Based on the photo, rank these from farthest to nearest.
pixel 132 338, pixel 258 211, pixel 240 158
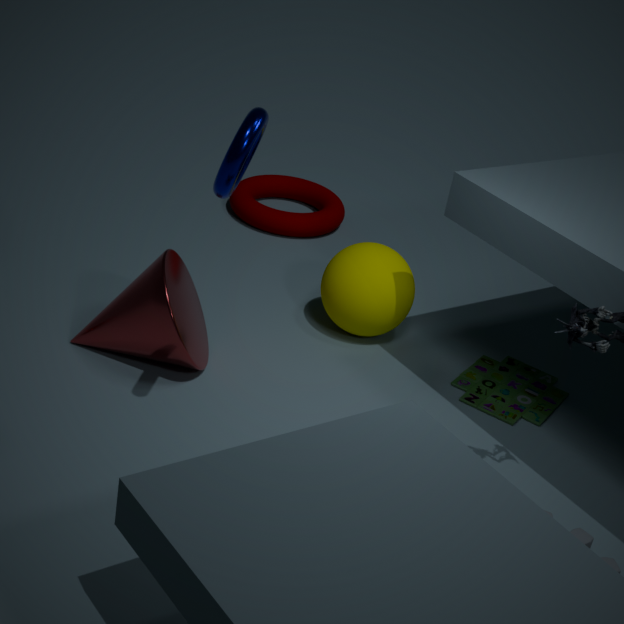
pixel 258 211
pixel 132 338
pixel 240 158
